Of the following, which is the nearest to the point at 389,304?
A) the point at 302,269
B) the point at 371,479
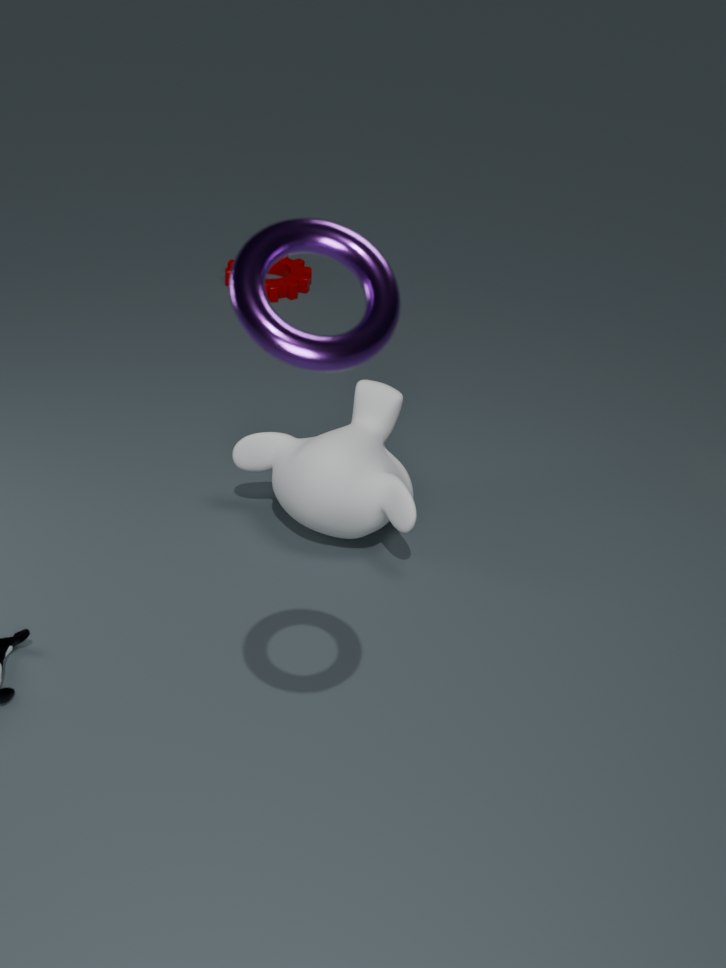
the point at 371,479
